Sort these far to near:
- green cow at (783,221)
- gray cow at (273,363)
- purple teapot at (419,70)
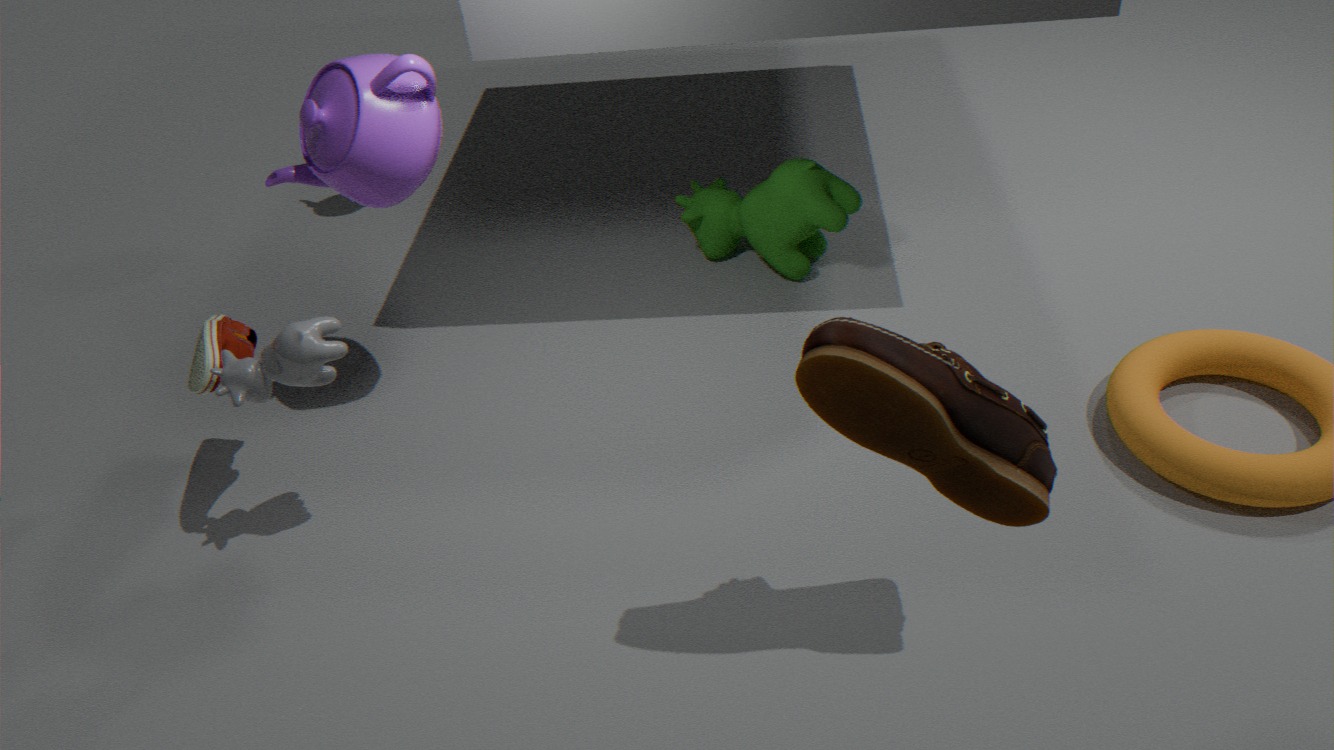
green cow at (783,221) → purple teapot at (419,70) → gray cow at (273,363)
